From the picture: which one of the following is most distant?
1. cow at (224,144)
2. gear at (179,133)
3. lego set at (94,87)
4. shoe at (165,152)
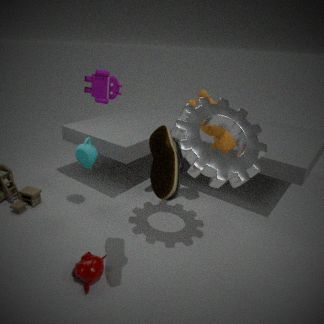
lego set at (94,87)
